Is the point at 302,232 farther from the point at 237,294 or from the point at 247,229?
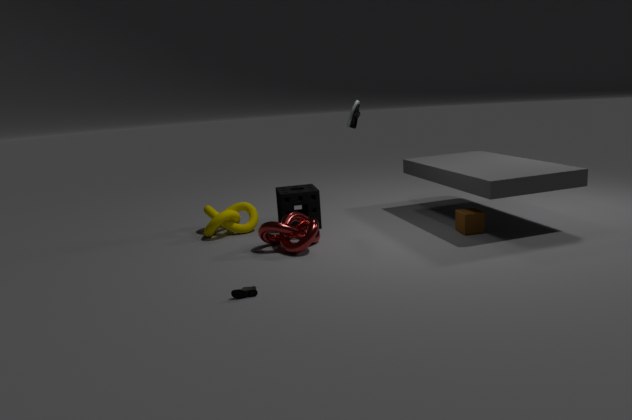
the point at 237,294
